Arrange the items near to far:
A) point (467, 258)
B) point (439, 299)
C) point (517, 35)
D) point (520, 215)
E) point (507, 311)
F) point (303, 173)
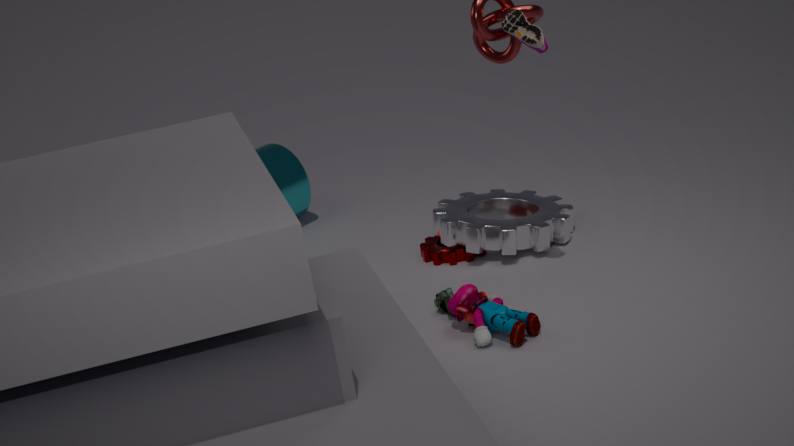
point (517, 35) < point (507, 311) < point (439, 299) < point (467, 258) < point (520, 215) < point (303, 173)
